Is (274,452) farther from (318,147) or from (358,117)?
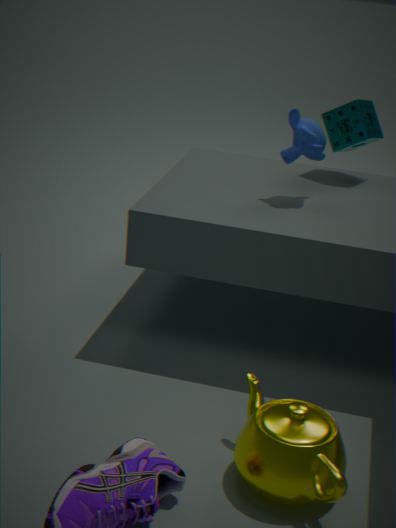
(358,117)
